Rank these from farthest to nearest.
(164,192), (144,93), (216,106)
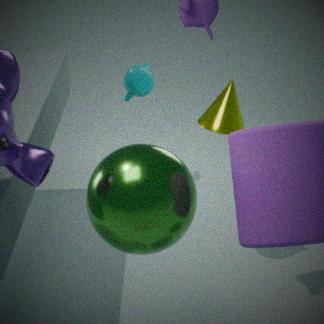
(144,93), (216,106), (164,192)
